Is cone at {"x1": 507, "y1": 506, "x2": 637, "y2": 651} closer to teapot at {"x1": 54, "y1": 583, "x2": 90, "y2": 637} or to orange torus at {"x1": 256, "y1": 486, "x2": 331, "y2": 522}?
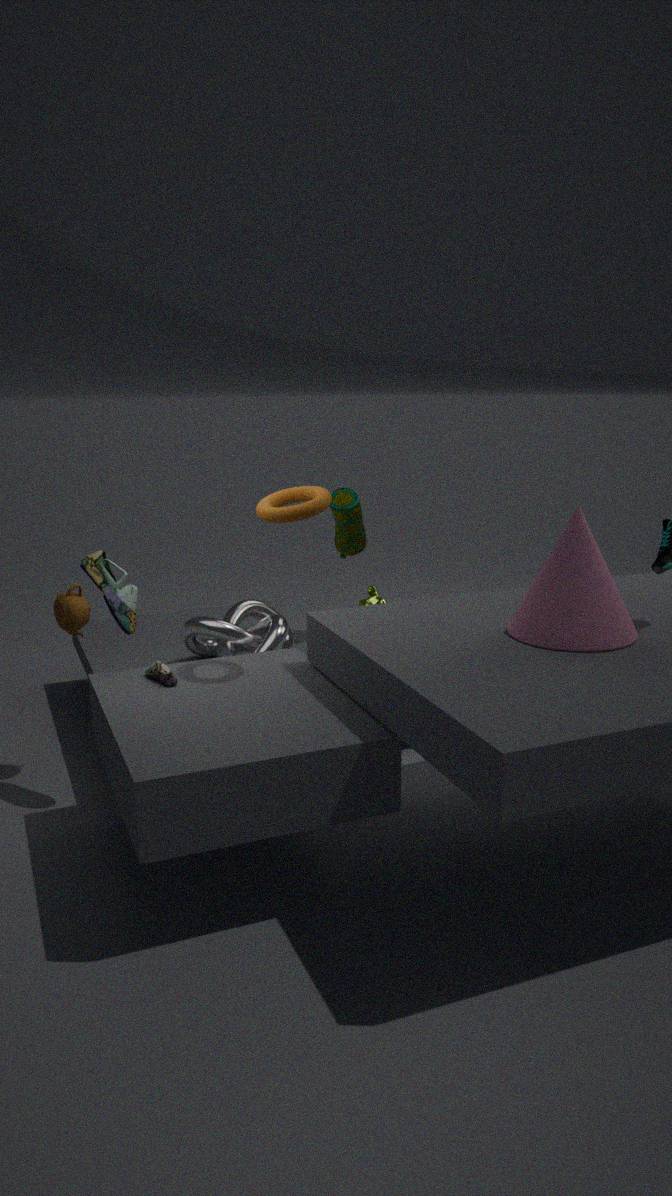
orange torus at {"x1": 256, "y1": 486, "x2": 331, "y2": 522}
